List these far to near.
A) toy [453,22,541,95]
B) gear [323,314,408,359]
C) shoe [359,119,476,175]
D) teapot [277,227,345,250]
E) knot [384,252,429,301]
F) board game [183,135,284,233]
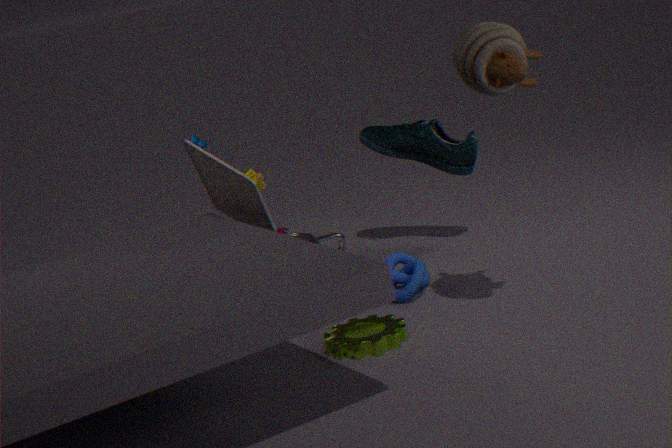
C. shoe [359,119,476,175]
D. teapot [277,227,345,250]
E. knot [384,252,429,301]
F. board game [183,135,284,233]
B. gear [323,314,408,359]
A. toy [453,22,541,95]
